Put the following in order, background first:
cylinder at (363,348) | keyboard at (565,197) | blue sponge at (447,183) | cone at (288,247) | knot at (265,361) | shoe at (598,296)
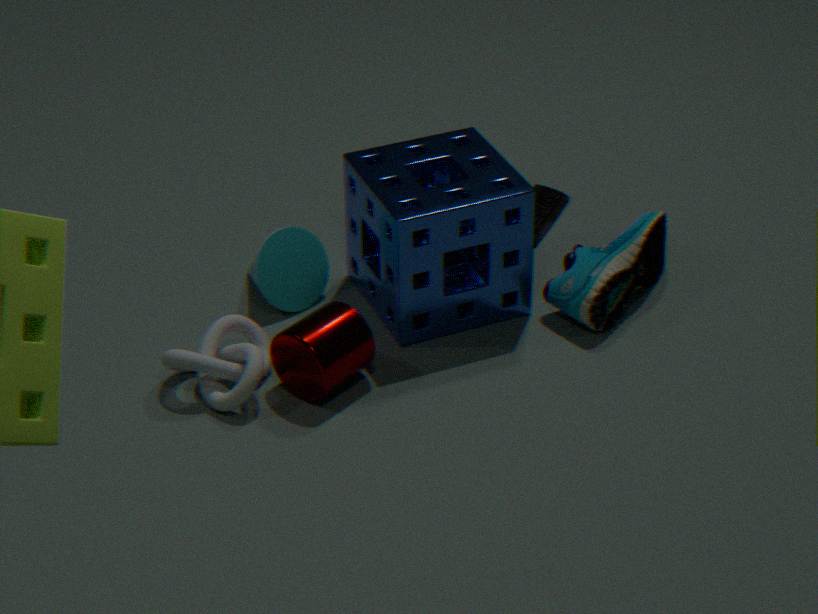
keyboard at (565,197) → cone at (288,247) → shoe at (598,296) → blue sponge at (447,183) → knot at (265,361) → cylinder at (363,348)
